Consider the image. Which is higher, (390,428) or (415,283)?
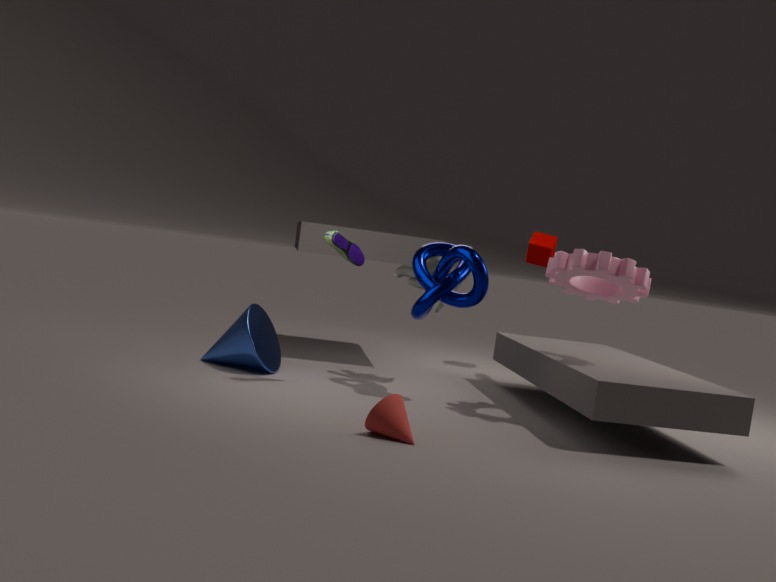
(415,283)
